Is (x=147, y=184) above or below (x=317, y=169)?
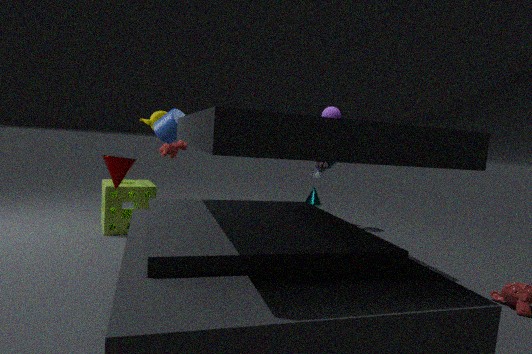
below
